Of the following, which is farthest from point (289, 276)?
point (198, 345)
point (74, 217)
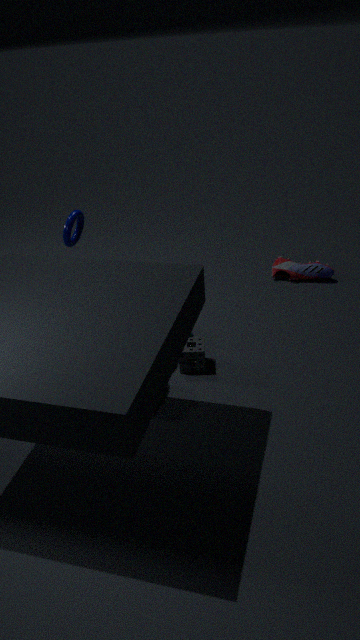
A: point (74, 217)
